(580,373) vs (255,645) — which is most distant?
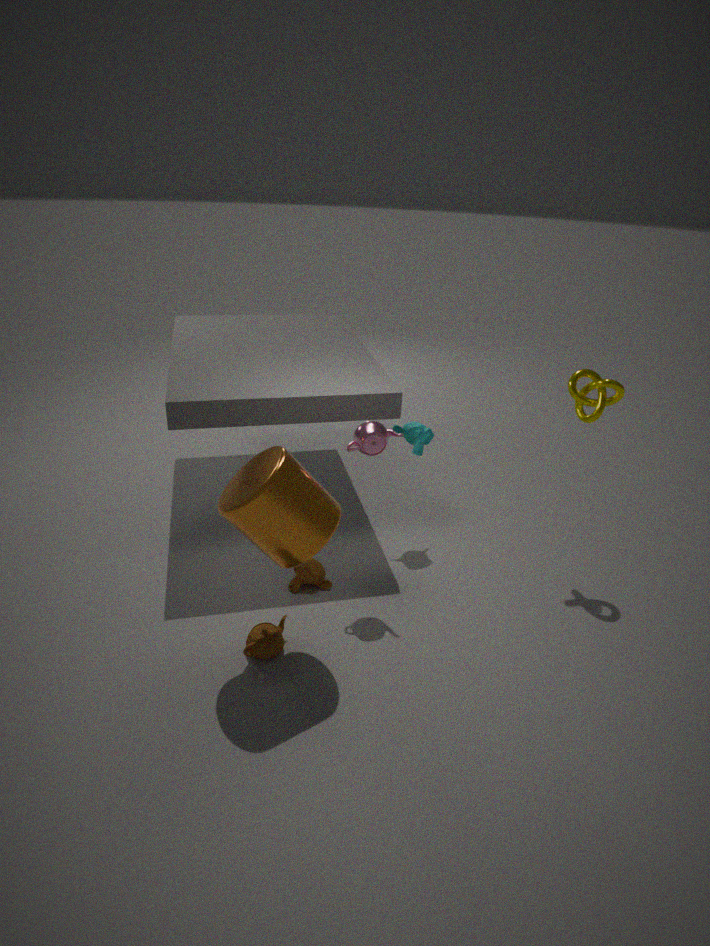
(580,373)
